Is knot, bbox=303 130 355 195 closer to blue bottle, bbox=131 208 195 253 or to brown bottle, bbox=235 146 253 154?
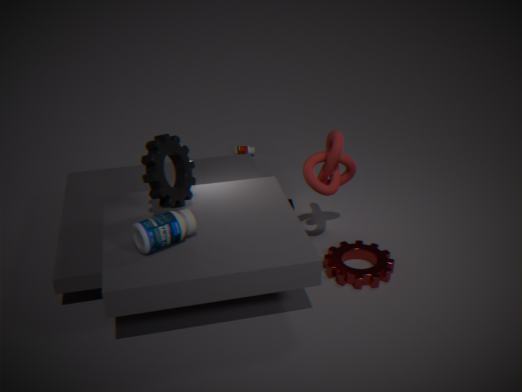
blue bottle, bbox=131 208 195 253
